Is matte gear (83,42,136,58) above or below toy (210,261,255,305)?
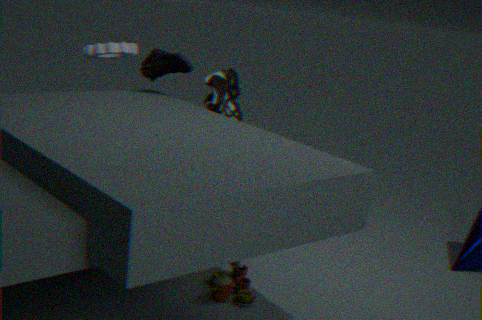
above
